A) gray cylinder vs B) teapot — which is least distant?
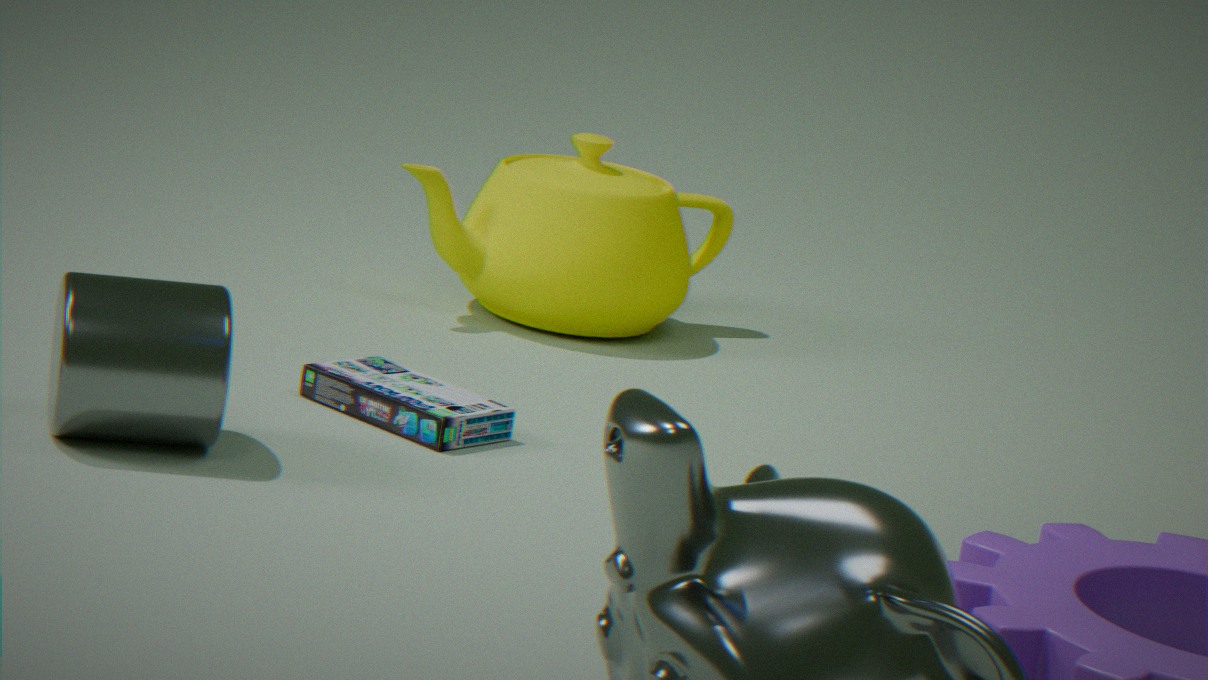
A. gray cylinder
